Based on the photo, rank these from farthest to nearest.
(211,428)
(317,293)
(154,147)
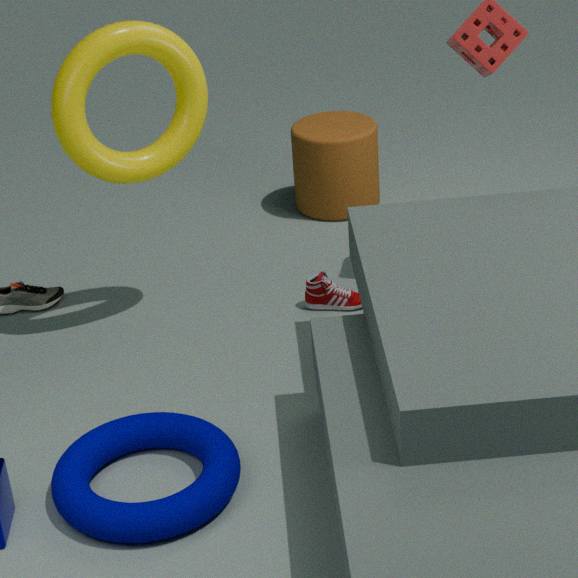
(317,293) < (154,147) < (211,428)
